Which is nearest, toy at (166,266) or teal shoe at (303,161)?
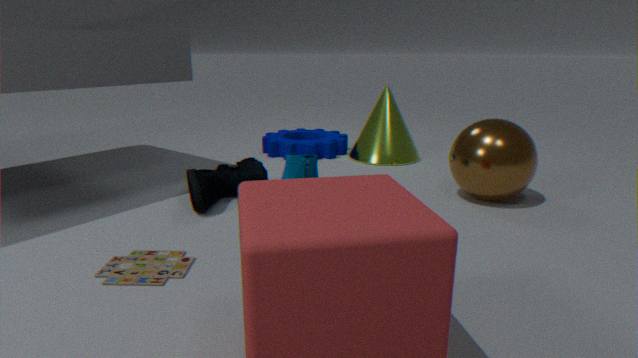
toy at (166,266)
